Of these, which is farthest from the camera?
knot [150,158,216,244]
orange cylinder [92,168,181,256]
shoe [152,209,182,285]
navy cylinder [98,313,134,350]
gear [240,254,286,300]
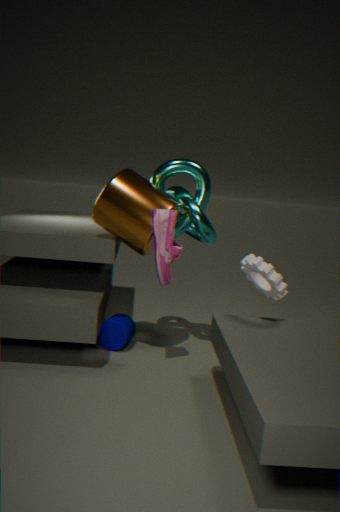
navy cylinder [98,313,134,350]
